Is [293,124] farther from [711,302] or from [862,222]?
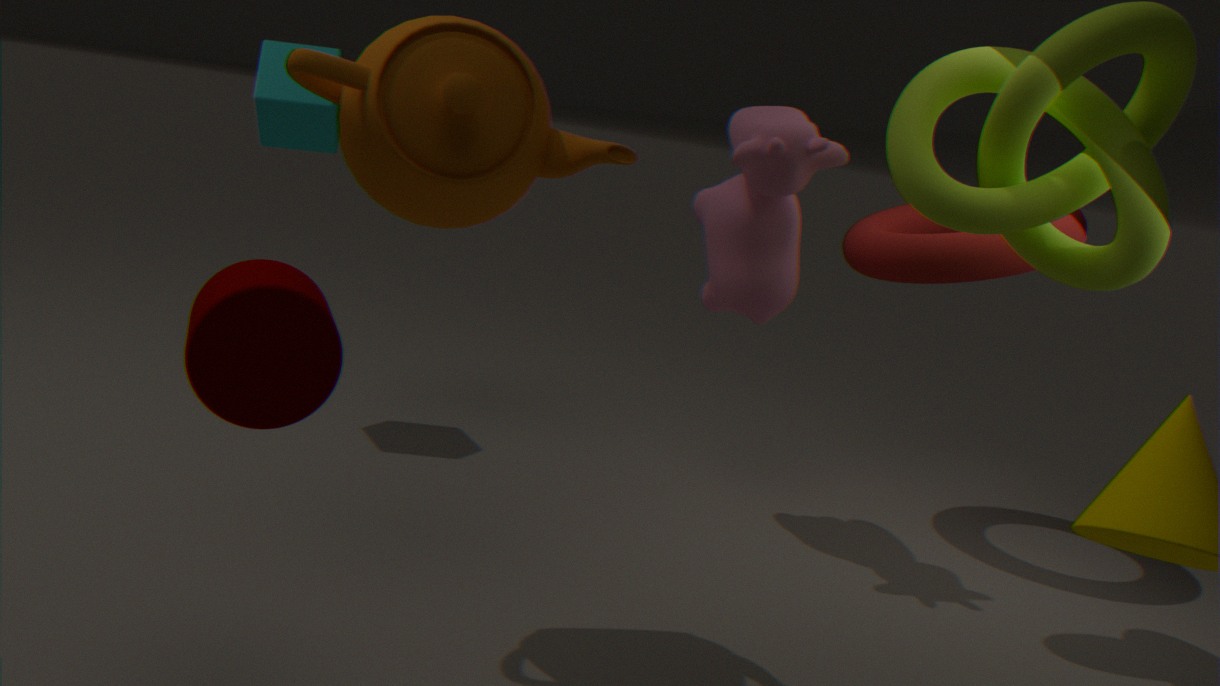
[862,222]
